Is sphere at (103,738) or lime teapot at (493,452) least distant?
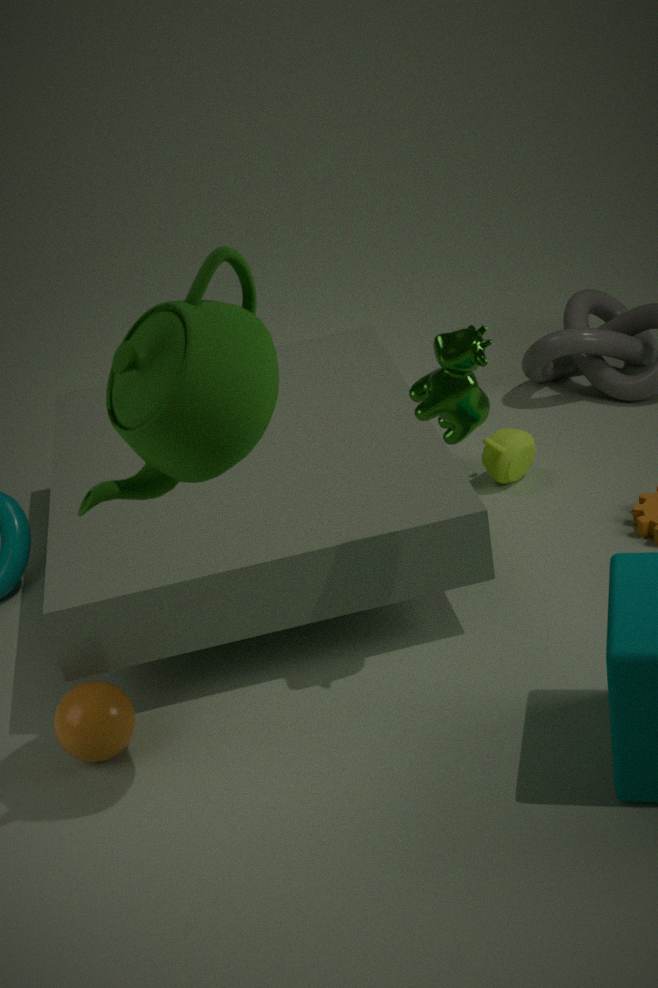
sphere at (103,738)
